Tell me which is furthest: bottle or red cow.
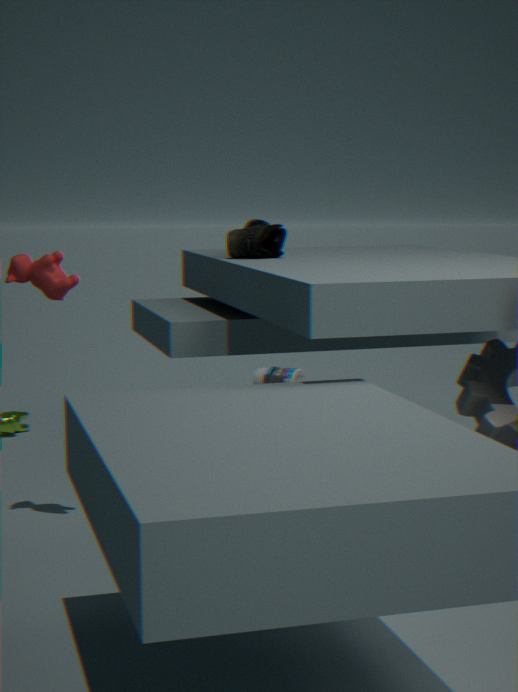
bottle
